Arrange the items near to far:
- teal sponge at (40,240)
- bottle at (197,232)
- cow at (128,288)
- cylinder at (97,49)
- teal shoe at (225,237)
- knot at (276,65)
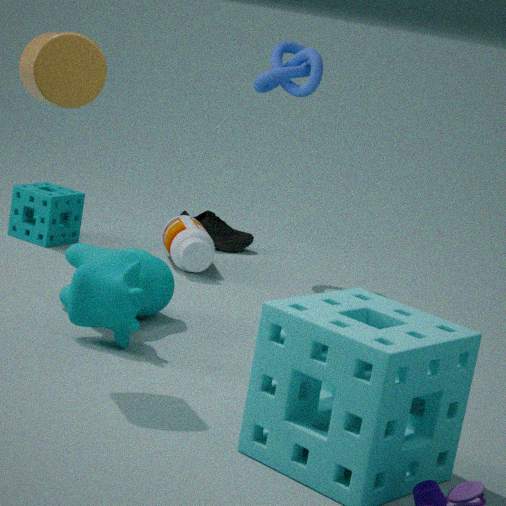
1. cylinder at (97,49)
2. cow at (128,288)
3. bottle at (197,232)
4. knot at (276,65)
5. teal sponge at (40,240)
6. teal shoe at (225,237)
